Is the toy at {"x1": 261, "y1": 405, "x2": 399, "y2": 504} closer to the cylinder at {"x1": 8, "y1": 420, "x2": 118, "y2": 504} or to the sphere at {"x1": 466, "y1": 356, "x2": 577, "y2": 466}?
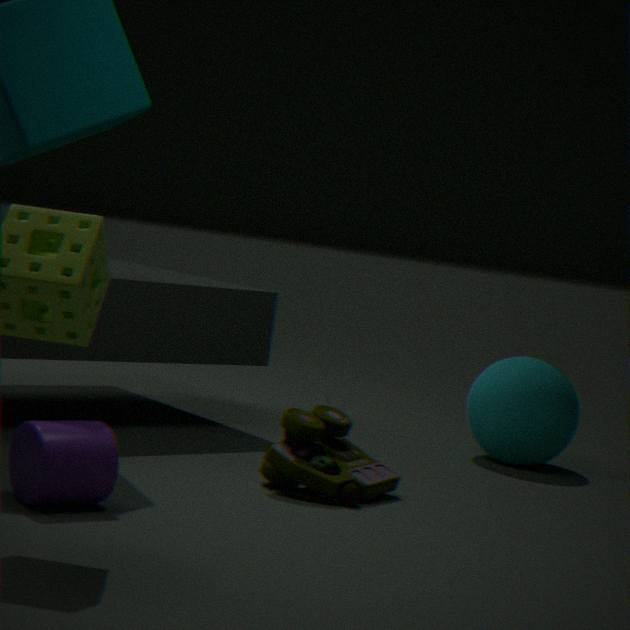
the cylinder at {"x1": 8, "y1": 420, "x2": 118, "y2": 504}
